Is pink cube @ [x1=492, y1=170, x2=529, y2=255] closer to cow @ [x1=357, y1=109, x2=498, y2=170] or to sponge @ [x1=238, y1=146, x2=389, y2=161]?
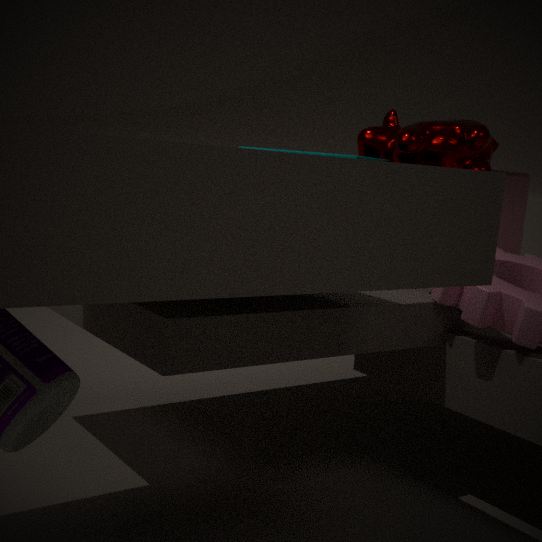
cow @ [x1=357, y1=109, x2=498, y2=170]
